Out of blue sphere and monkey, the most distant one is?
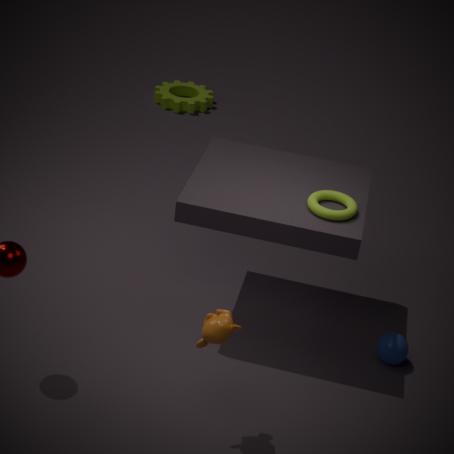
blue sphere
